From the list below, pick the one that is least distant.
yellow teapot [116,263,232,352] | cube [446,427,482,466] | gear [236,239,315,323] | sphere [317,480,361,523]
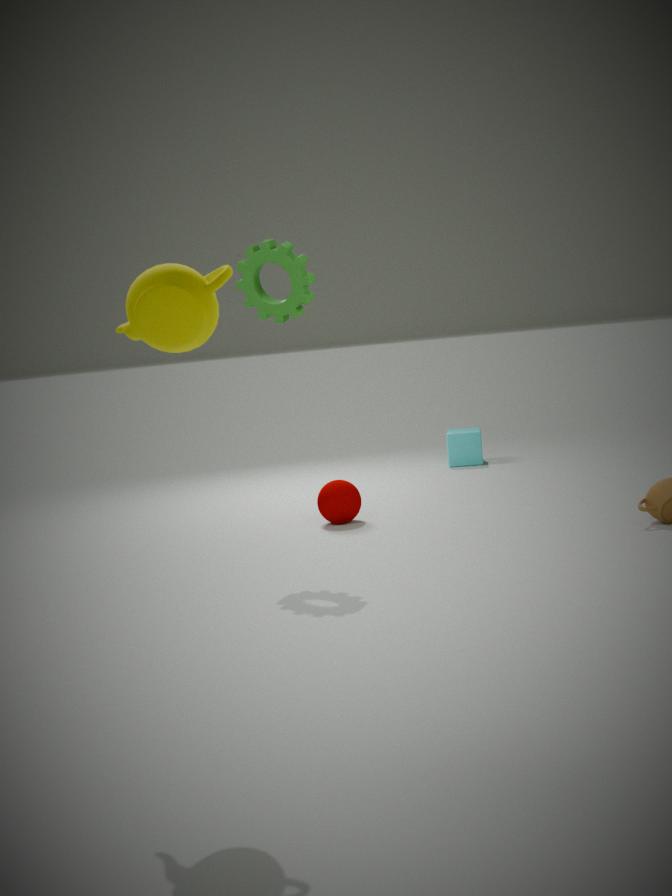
yellow teapot [116,263,232,352]
